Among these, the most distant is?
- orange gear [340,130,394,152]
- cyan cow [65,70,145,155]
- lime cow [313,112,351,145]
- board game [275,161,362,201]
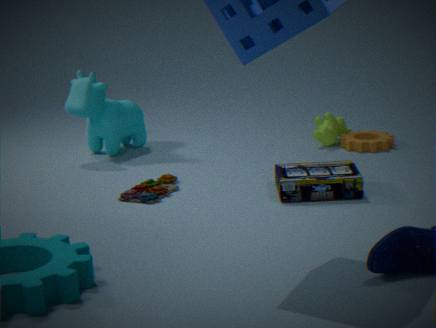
lime cow [313,112,351,145]
